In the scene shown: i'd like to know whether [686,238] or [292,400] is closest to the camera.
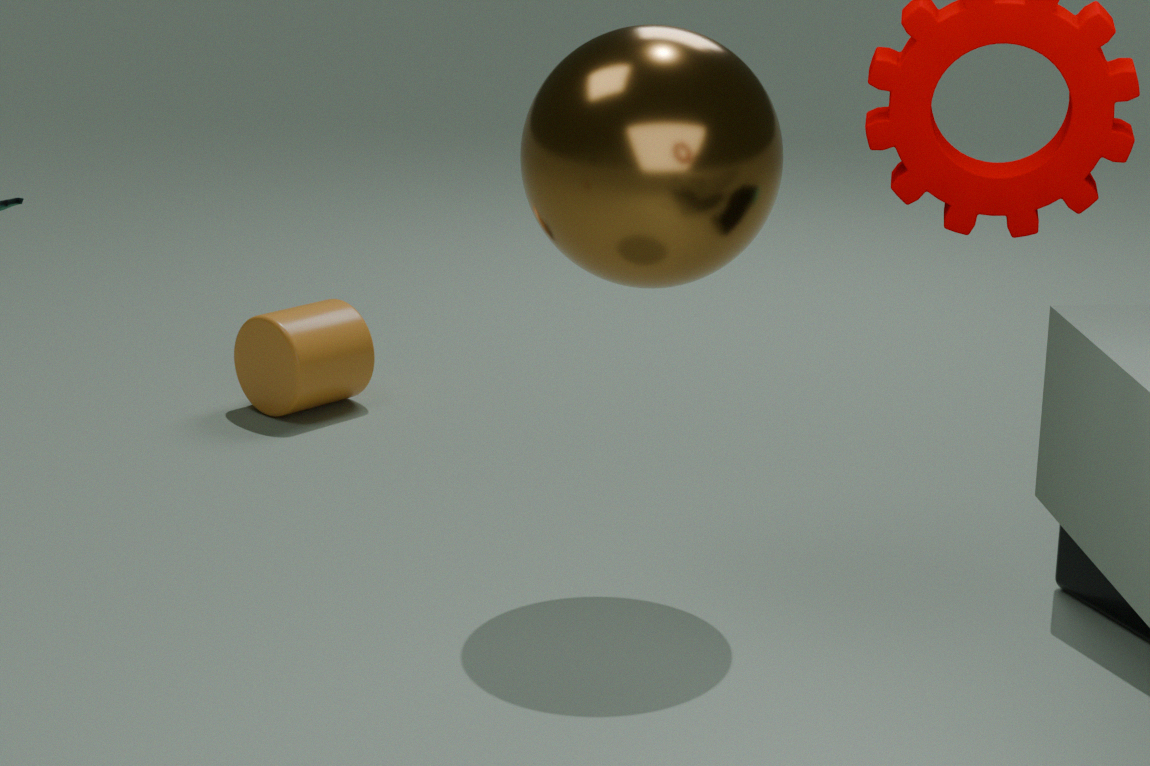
[686,238]
